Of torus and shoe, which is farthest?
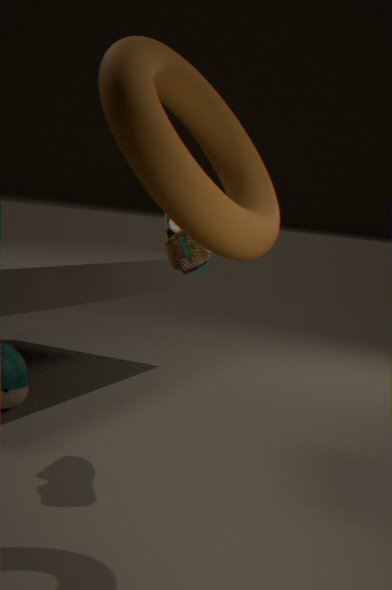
shoe
